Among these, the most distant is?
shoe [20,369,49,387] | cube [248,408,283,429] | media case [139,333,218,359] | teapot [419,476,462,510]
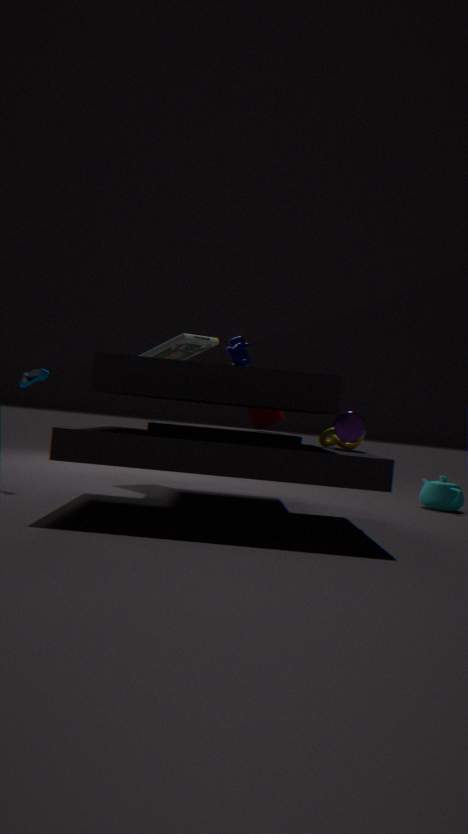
teapot [419,476,462,510]
